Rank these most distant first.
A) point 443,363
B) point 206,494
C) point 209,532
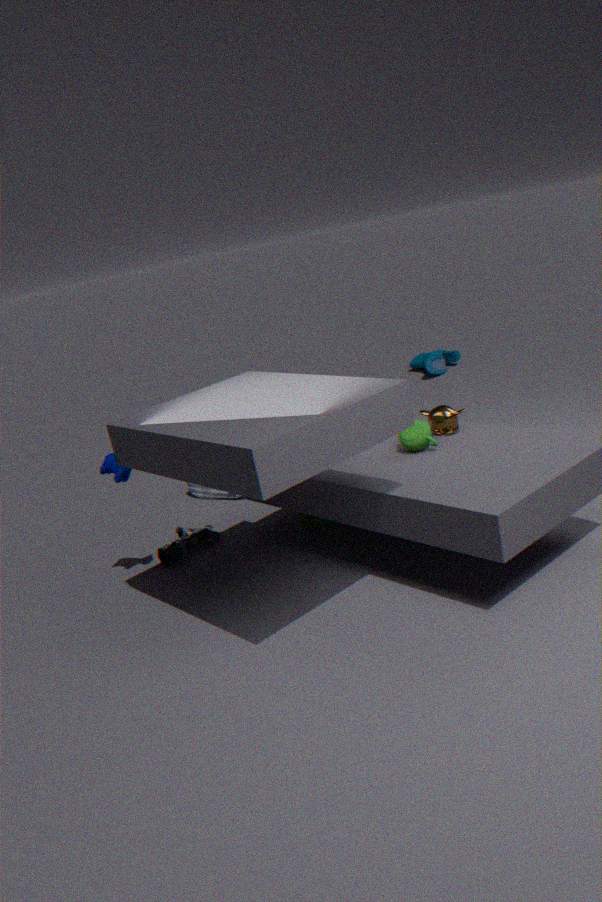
point 443,363 < point 206,494 < point 209,532
